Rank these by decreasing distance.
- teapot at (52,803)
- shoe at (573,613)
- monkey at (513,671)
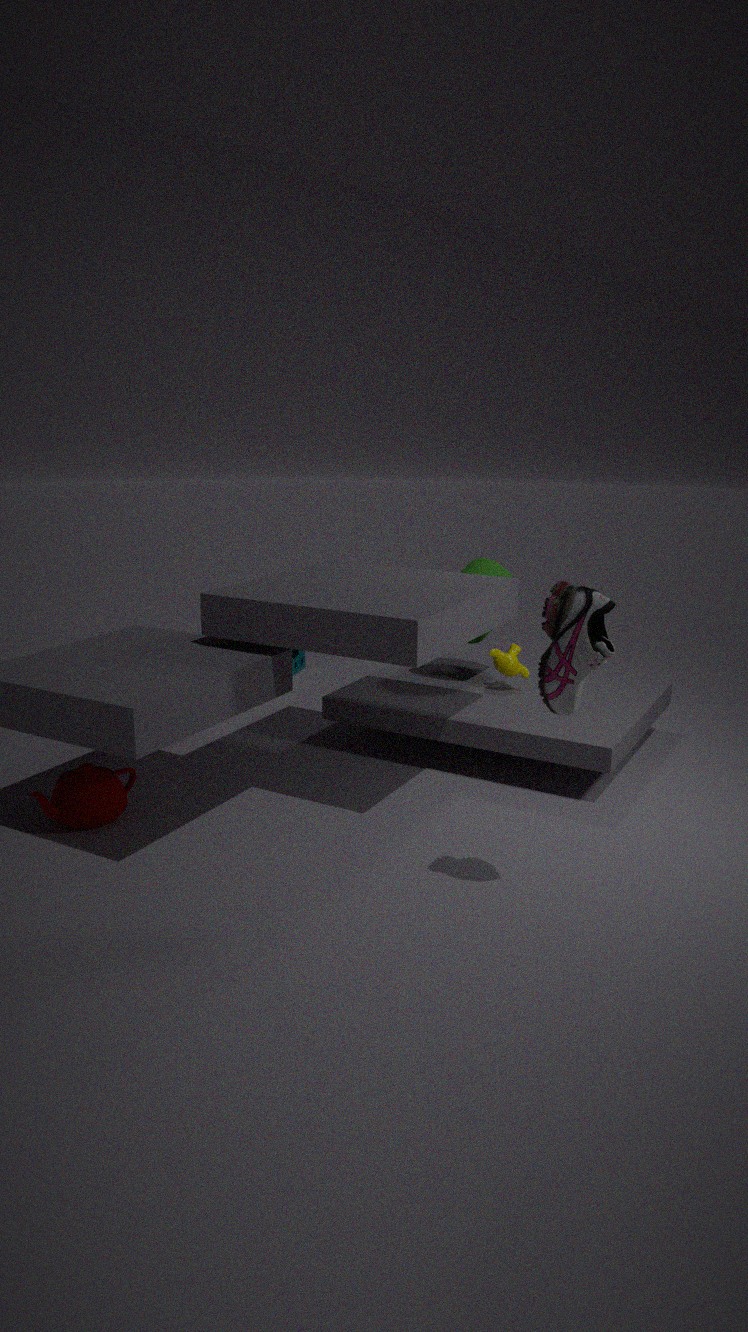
monkey at (513,671)
teapot at (52,803)
shoe at (573,613)
